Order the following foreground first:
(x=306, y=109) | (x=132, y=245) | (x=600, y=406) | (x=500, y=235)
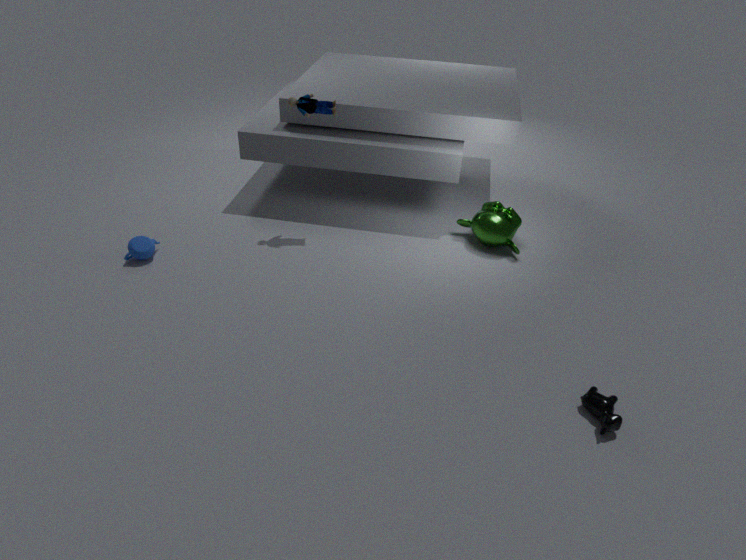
(x=600, y=406) < (x=132, y=245) < (x=306, y=109) < (x=500, y=235)
